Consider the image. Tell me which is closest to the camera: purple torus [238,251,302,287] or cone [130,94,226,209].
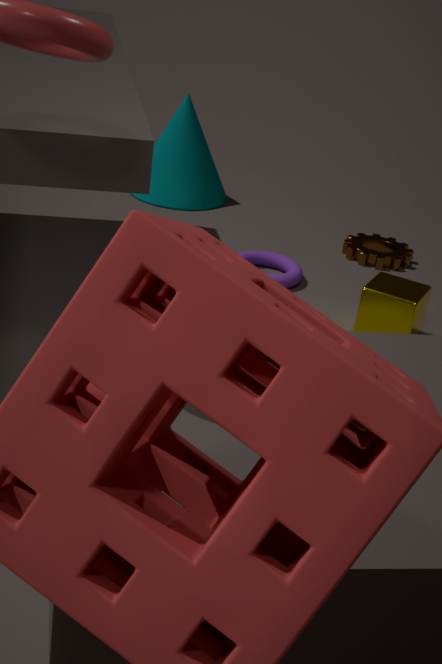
purple torus [238,251,302,287]
